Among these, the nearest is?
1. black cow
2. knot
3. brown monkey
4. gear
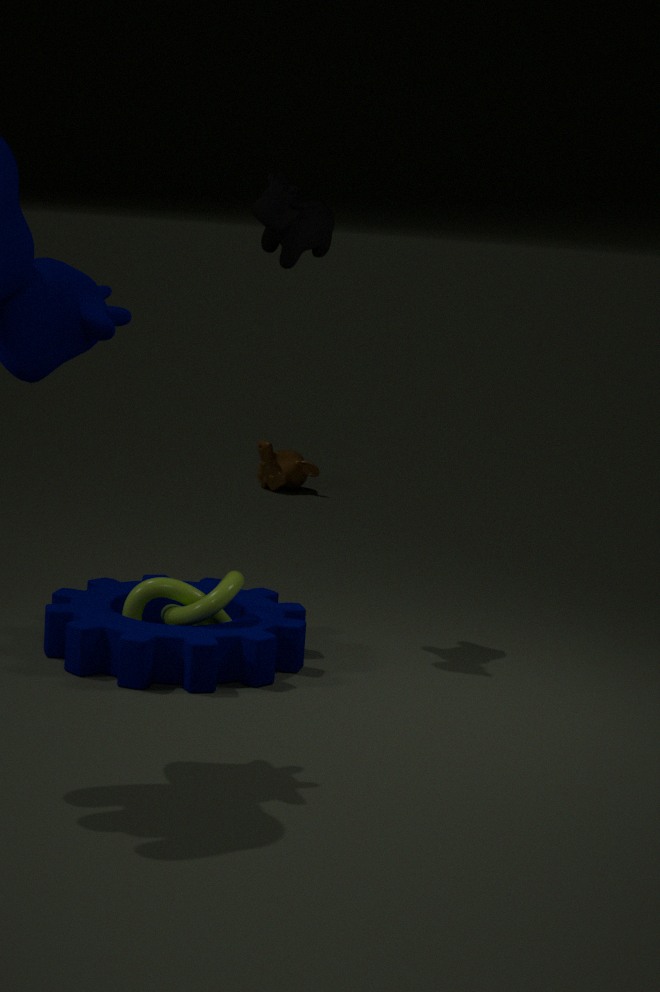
gear
